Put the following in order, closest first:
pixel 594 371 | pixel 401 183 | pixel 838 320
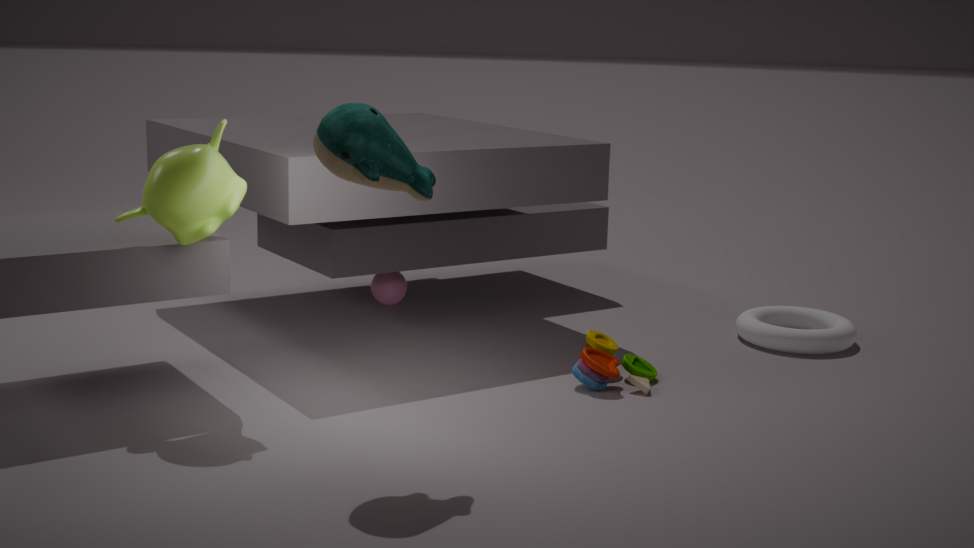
pixel 401 183
pixel 594 371
pixel 838 320
